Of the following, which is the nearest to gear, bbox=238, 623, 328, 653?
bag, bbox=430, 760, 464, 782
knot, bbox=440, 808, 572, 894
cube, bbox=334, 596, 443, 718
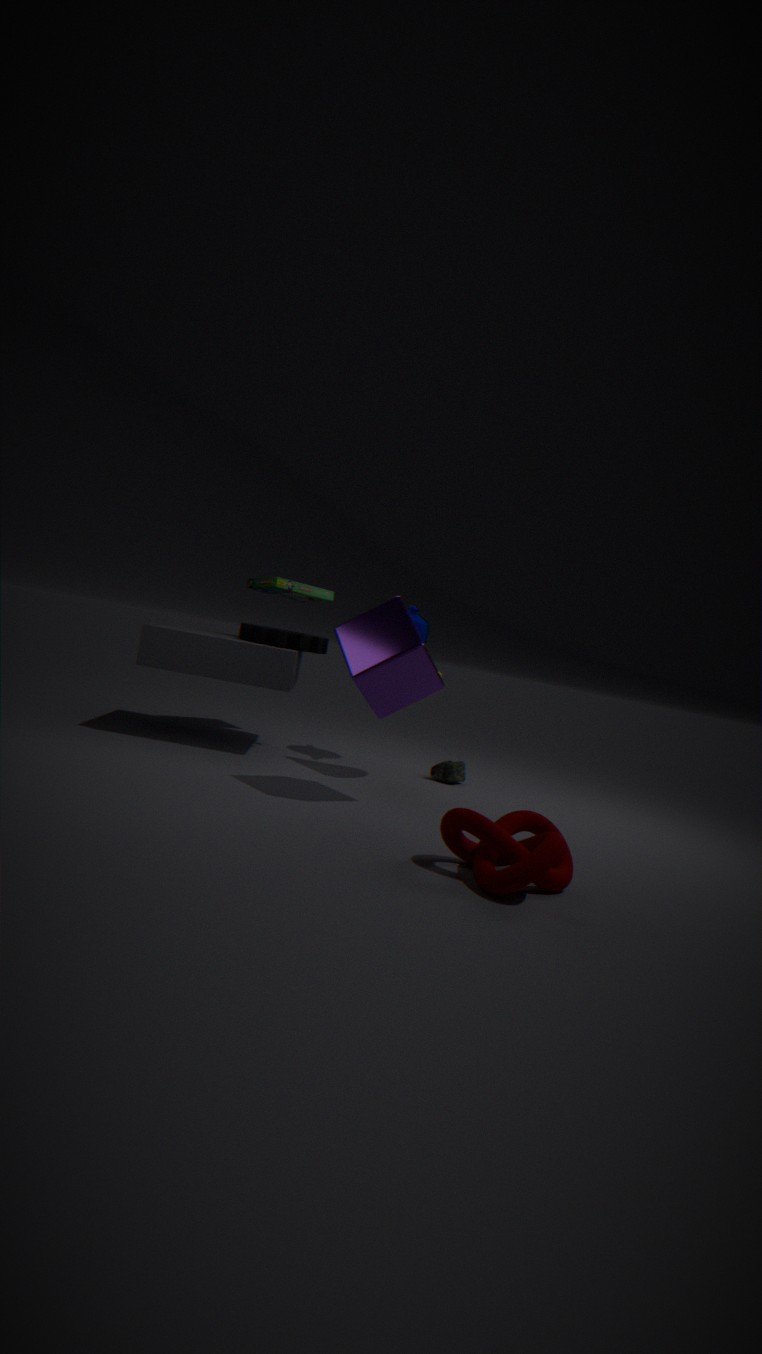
cube, bbox=334, 596, 443, 718
